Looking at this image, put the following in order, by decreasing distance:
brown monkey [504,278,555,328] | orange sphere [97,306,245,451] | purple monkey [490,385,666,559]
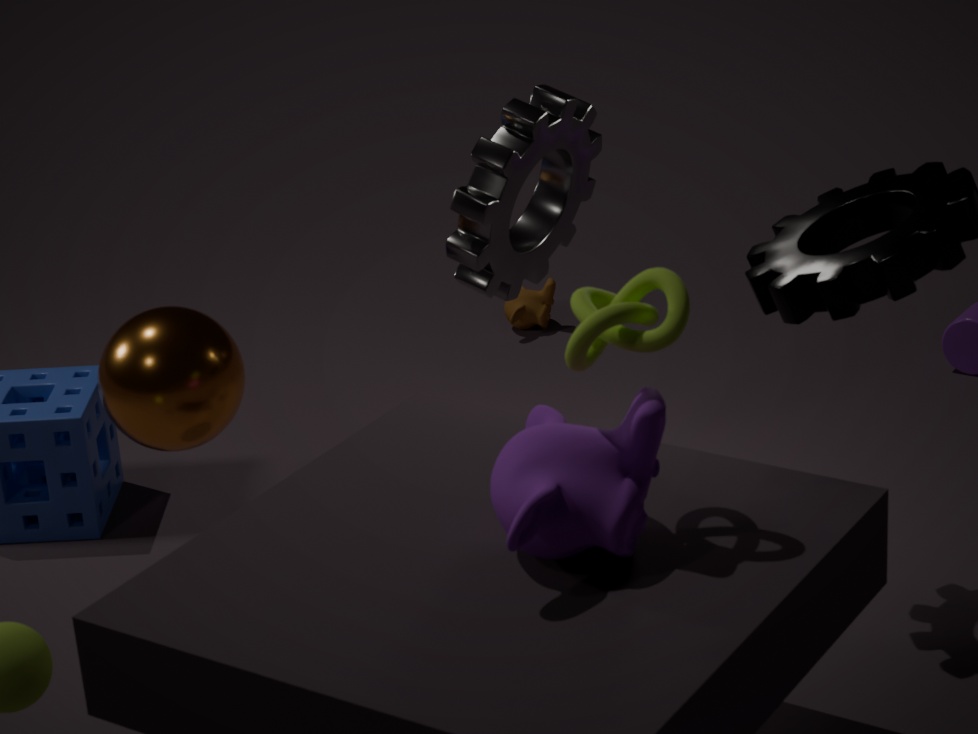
brown monkey [504,278,555,328]
orange sphere [97,306,245,451]
purple monkey [490,385,666,559]
